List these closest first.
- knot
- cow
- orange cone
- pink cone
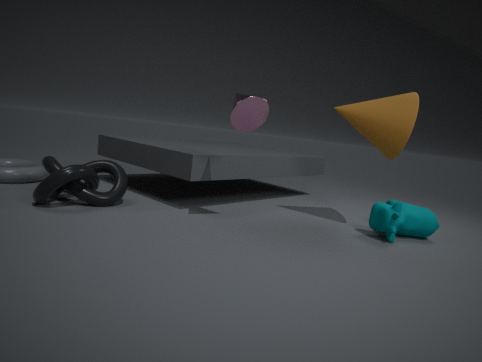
pink cone → knot → cow → orange cone
